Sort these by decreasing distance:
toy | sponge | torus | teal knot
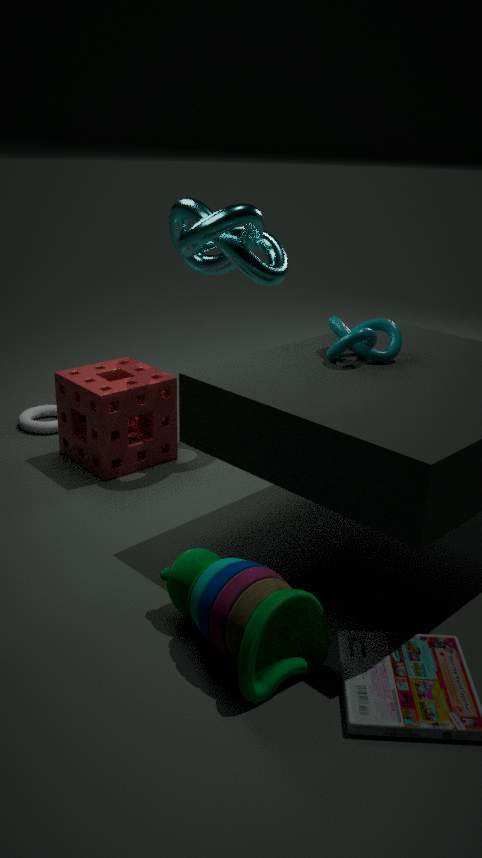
torus
sponge
teal knot
toy
